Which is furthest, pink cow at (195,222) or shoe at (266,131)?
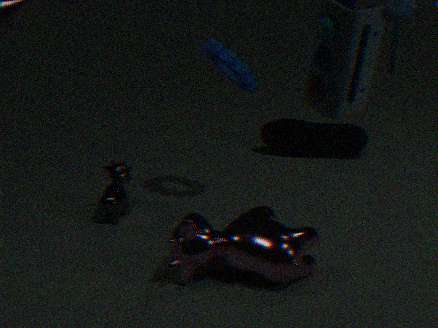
shoe at (266,131)
